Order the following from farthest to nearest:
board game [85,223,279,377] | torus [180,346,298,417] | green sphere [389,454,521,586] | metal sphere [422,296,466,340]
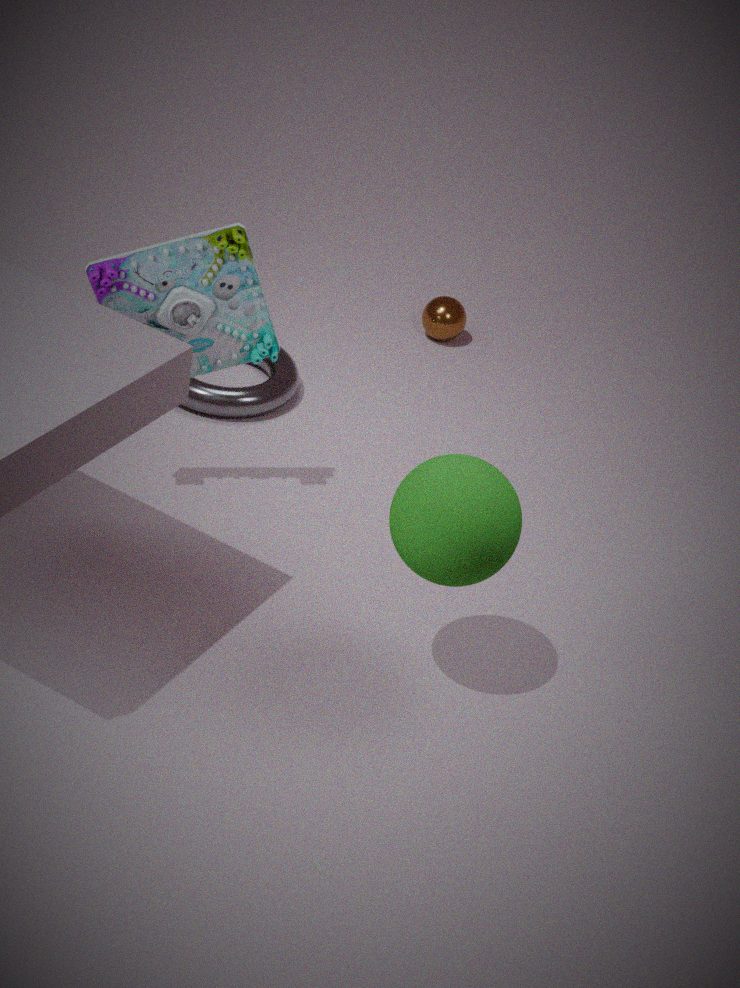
metal sphere [422,296,466,340]
torus [180,346,298,417]
board game [85,223,279,377]
green sphere [389,454,521,586]
